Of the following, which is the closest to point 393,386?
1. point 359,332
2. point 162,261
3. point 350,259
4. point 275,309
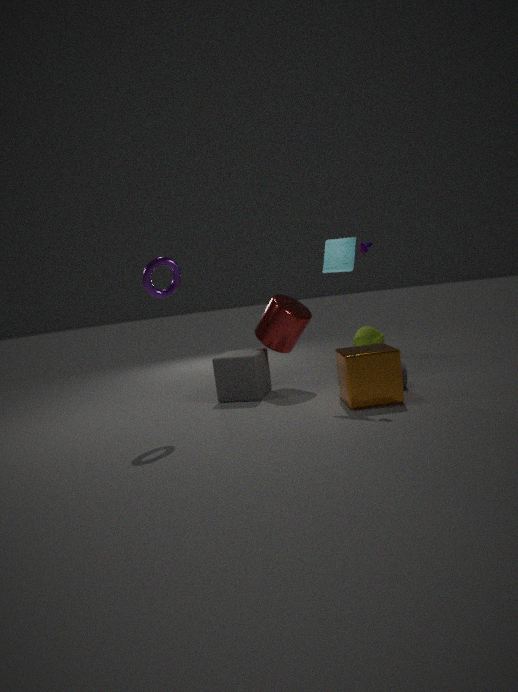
point 350,259
